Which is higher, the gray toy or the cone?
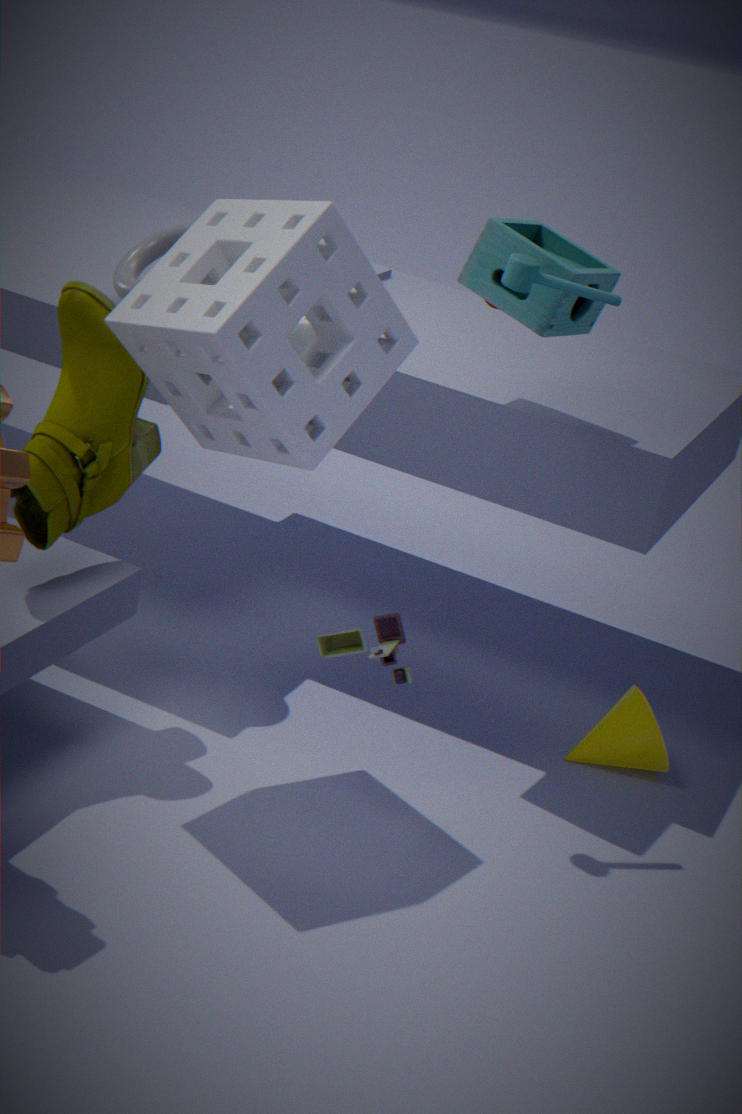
the gray toy
